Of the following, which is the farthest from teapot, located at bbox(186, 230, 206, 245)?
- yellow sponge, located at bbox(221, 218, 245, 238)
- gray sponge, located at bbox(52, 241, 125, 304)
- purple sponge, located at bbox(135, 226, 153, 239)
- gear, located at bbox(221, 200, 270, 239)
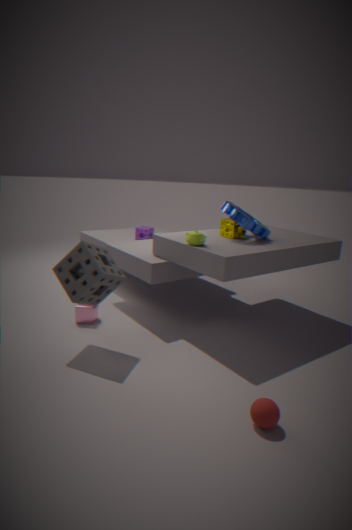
purple sponge, located at bbox(135, 226, 153, 239)
